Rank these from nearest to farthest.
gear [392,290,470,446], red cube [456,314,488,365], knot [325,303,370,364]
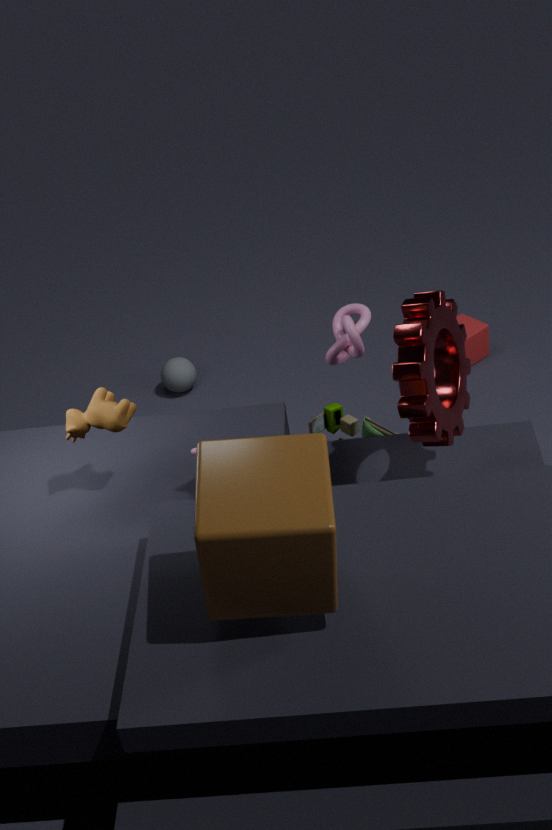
1. gear [392,290,470,446]
2. knot [325,303,370,364]
3. red cube [456,314,488,365]
